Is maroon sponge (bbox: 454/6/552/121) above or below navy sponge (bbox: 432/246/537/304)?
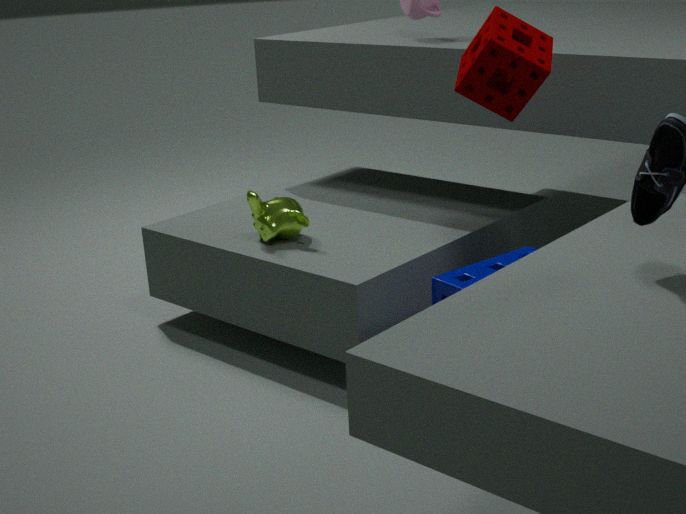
above
